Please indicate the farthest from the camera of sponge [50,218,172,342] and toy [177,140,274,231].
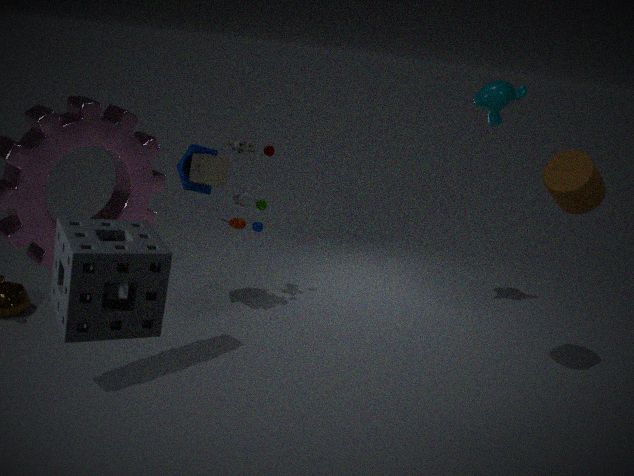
toy [177,140,274,231]
